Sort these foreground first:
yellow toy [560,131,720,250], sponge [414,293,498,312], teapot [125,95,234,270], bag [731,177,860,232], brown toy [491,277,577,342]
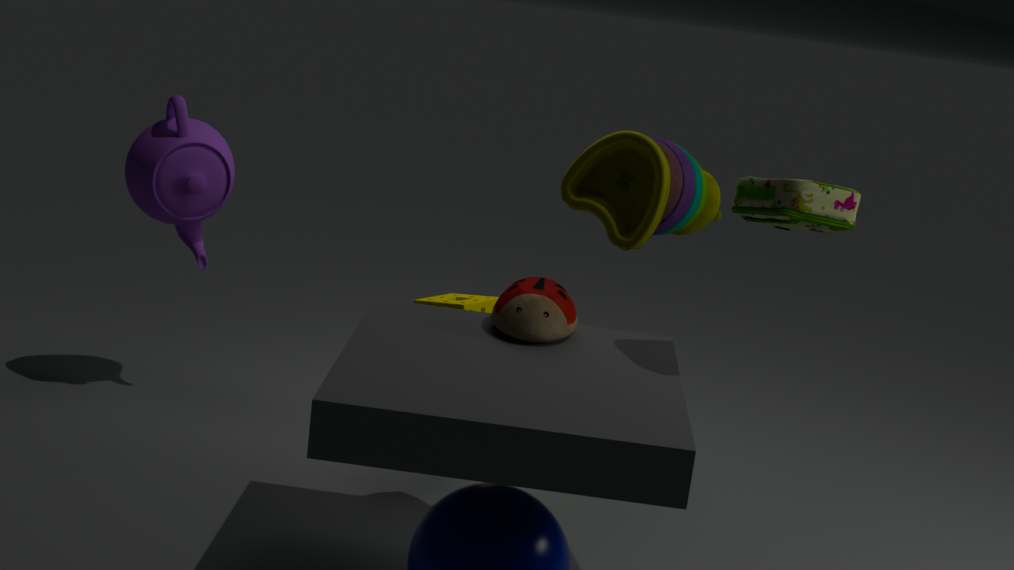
bag [731,177,860,232] < brown toy [491,277,577,342] < yellow toy [560,131,720,250] < sponge [414,293,498,312] < teapot [125,95,234,270]
